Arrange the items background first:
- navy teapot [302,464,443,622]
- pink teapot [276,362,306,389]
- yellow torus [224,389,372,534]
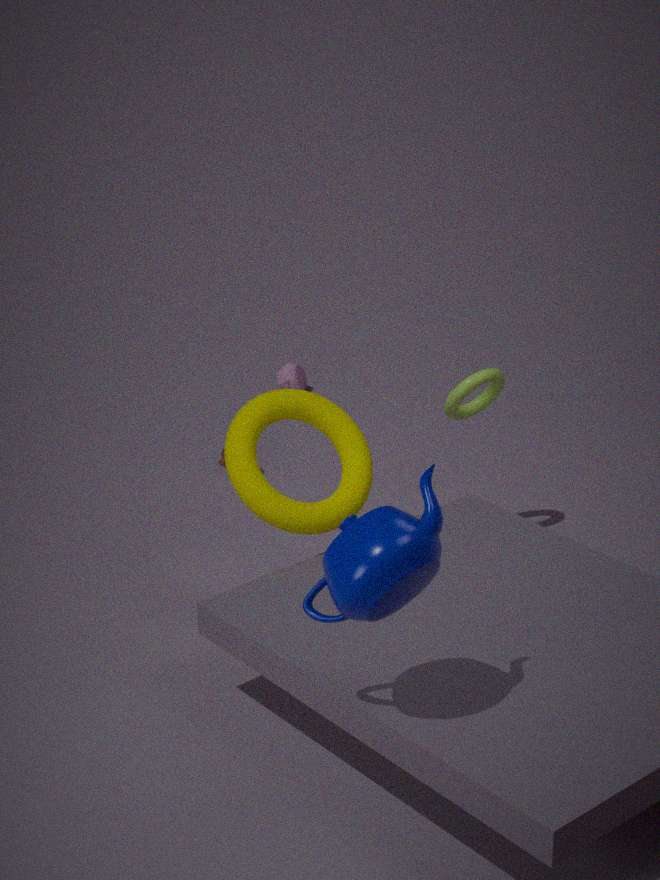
pink teapot [276,362,306,389] < yellow torus [224,389,372,534] < navy teapot [302,464,443,622]
